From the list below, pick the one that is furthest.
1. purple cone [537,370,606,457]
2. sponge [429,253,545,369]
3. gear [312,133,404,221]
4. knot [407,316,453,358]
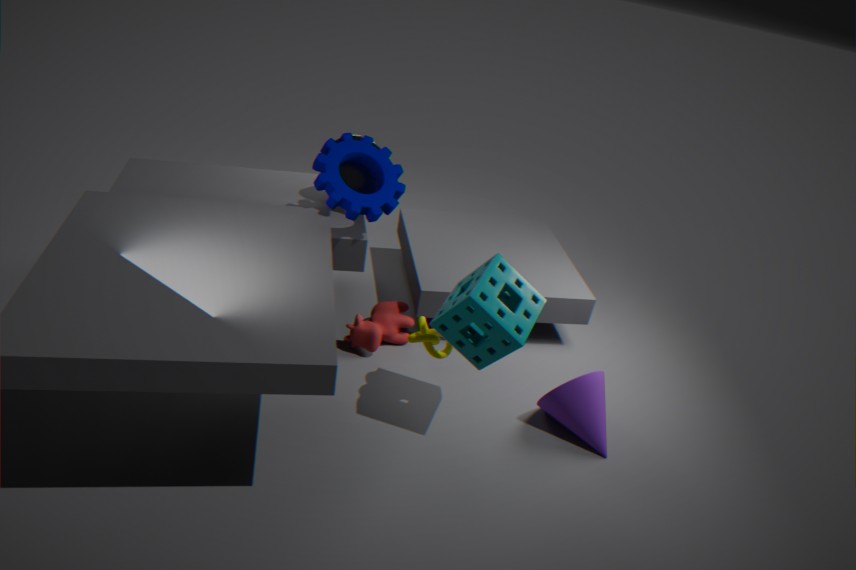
gear [312,133,404,221]
